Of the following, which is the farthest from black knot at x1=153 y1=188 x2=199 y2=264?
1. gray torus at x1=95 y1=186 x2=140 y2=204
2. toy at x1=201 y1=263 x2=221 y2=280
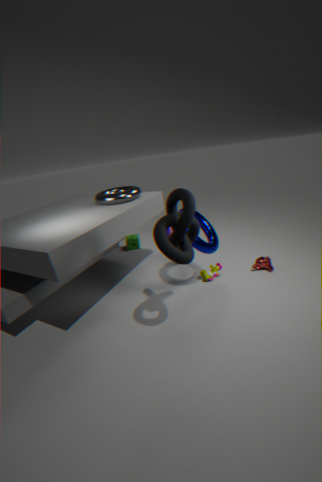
gray torus at x1=95 y1=186 x2=140 y2=204
